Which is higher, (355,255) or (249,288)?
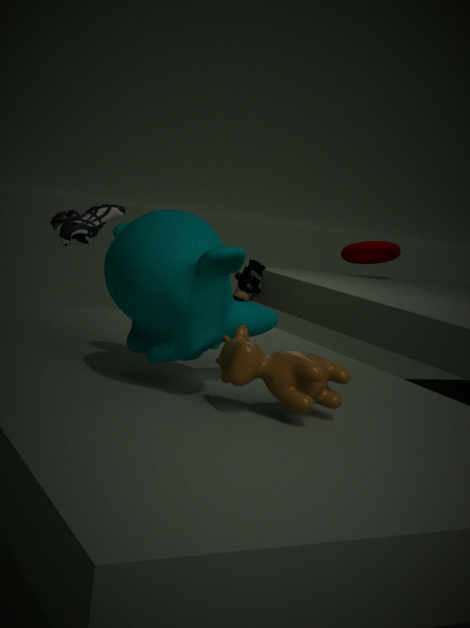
(355,255)
